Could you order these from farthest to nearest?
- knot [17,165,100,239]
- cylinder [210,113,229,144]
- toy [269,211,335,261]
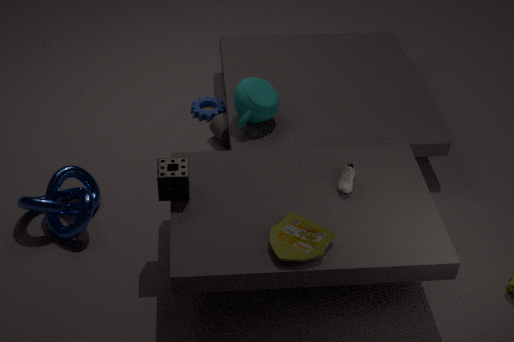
cylinder [210,113,229,144] → knot [17,165,100,239] → toy [269,211,335,261]
